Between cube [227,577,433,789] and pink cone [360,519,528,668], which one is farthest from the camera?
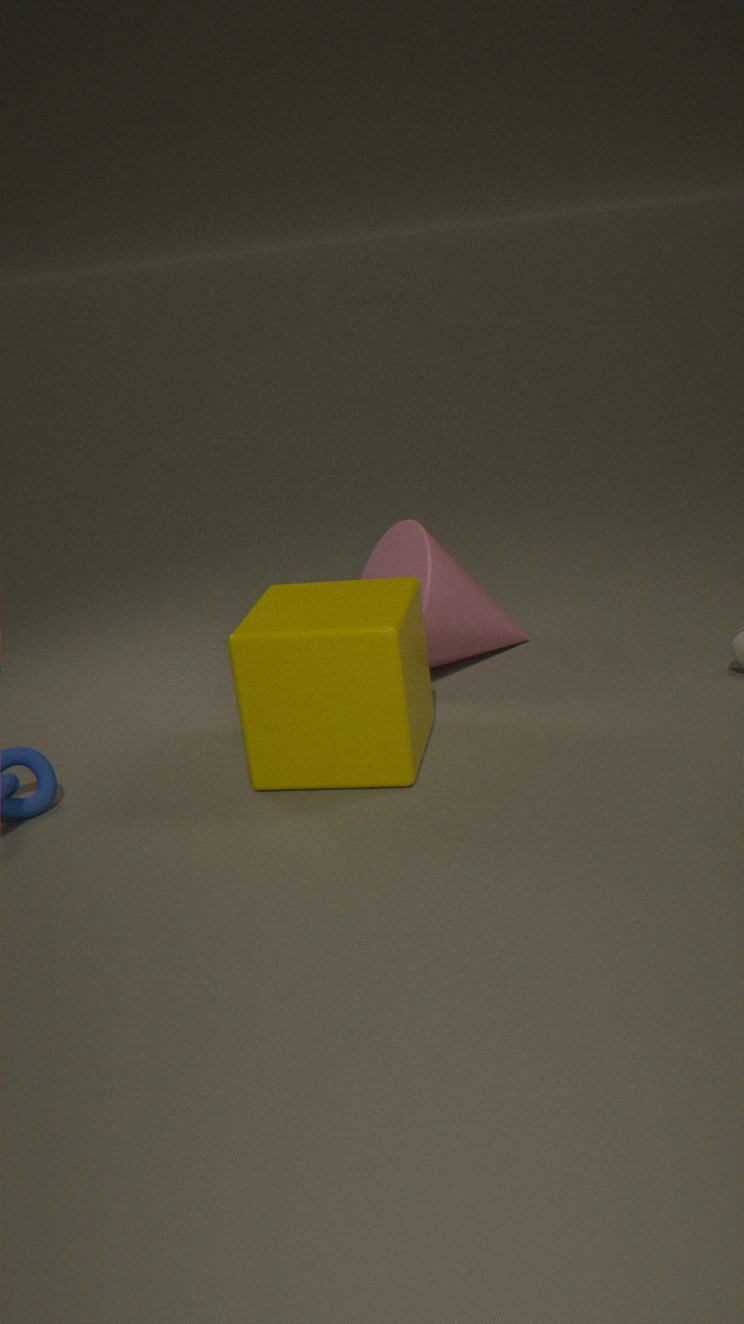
pink cone [360,519,528,668]
